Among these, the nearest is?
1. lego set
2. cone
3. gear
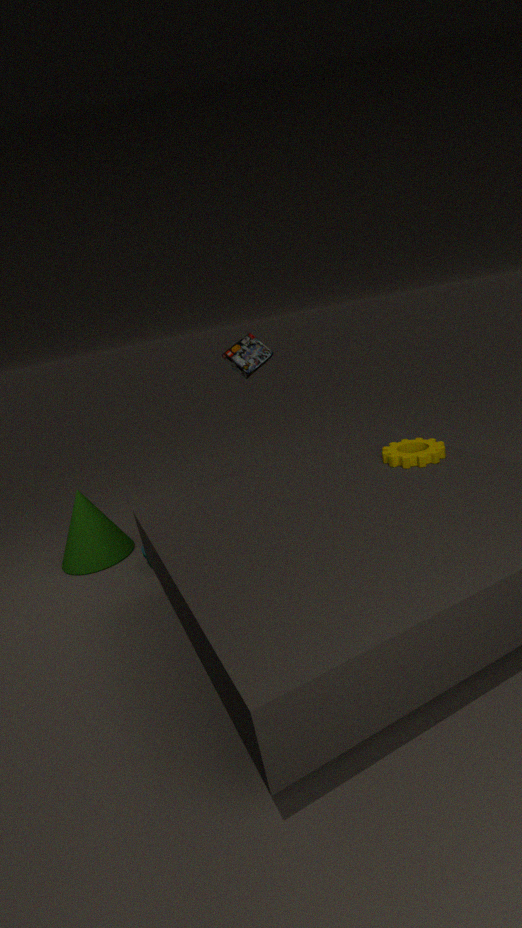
gear
